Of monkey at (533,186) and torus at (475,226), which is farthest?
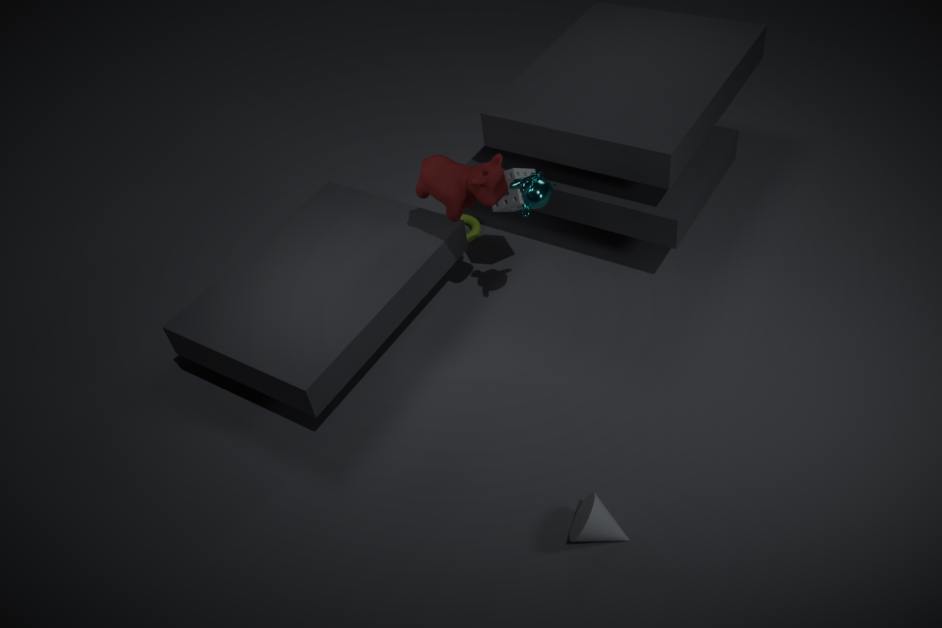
torus at (475,226)
